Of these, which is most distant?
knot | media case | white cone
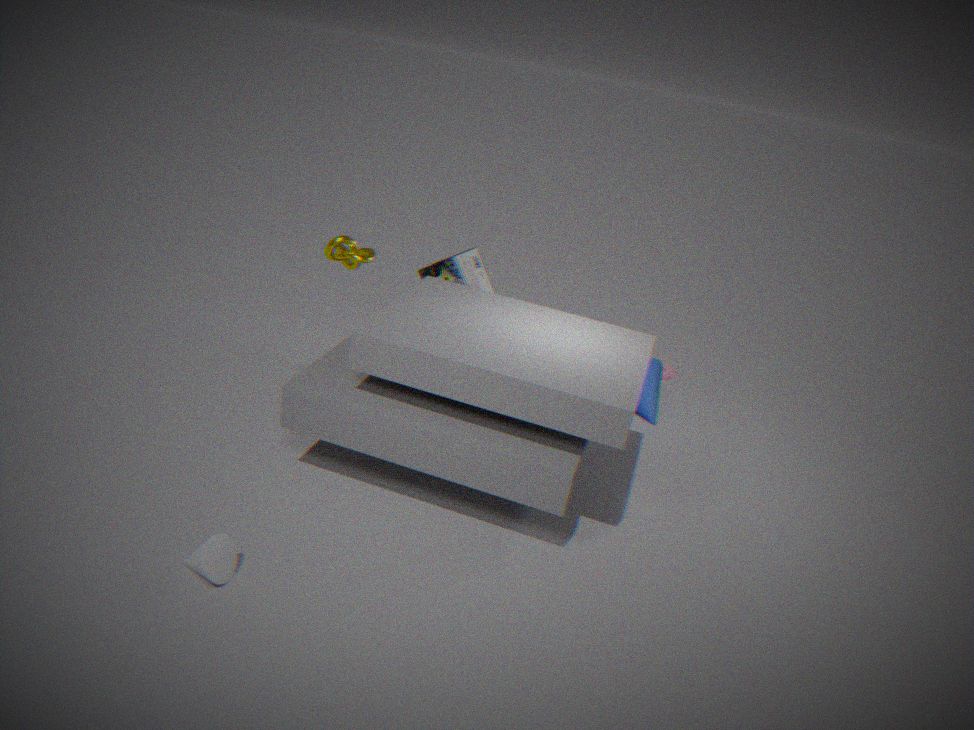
media case
